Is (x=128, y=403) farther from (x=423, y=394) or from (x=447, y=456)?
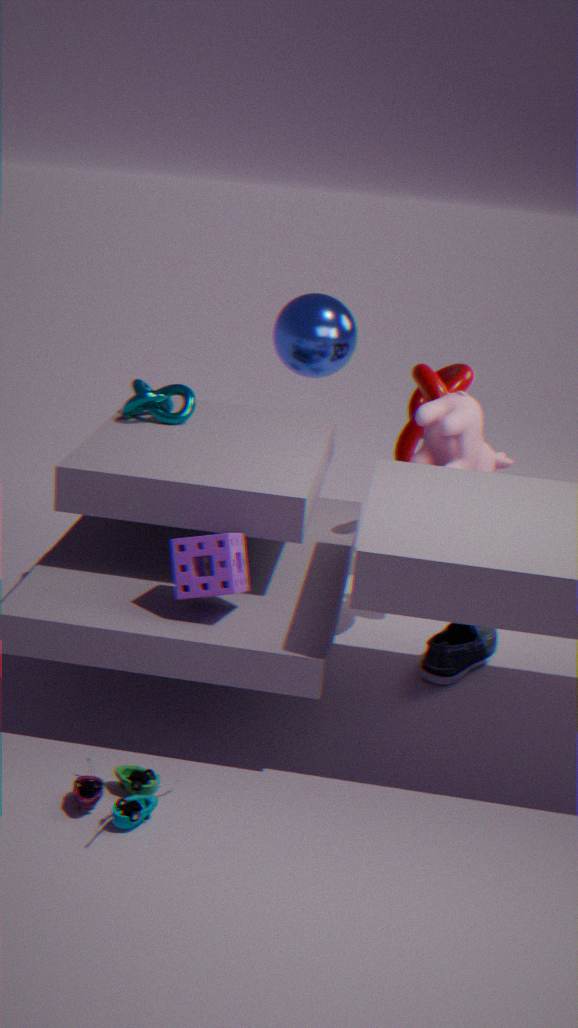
(x=423, y=394)
